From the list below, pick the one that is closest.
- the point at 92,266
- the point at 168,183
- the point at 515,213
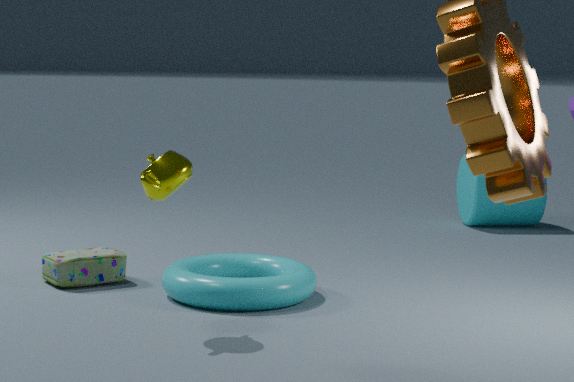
the point at 168,183
